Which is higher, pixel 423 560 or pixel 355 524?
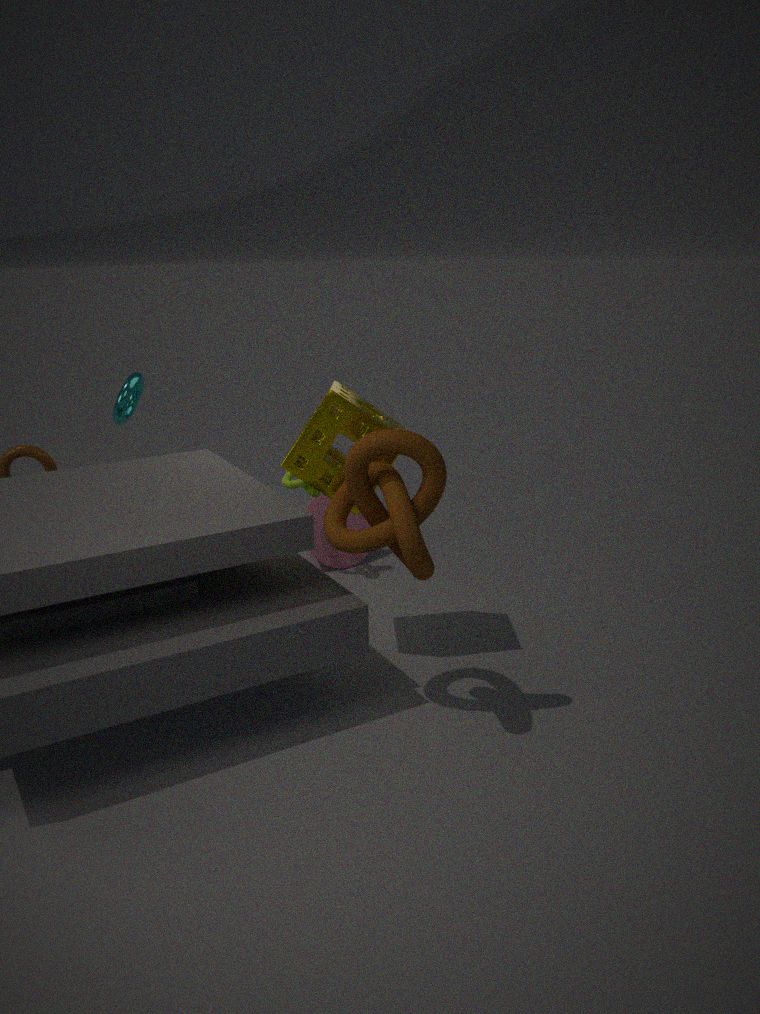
pixel 423 560
